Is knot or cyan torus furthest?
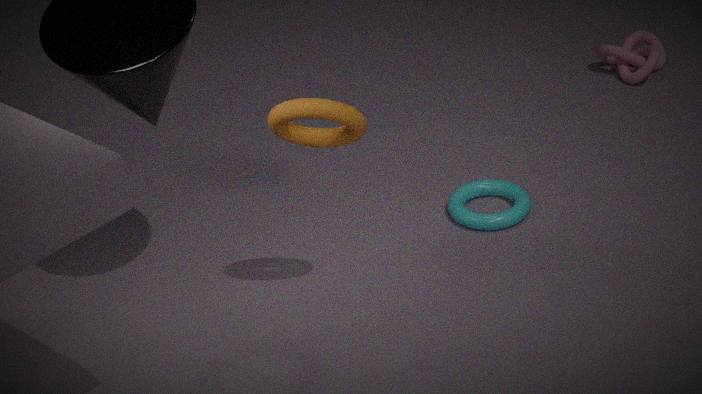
knot
